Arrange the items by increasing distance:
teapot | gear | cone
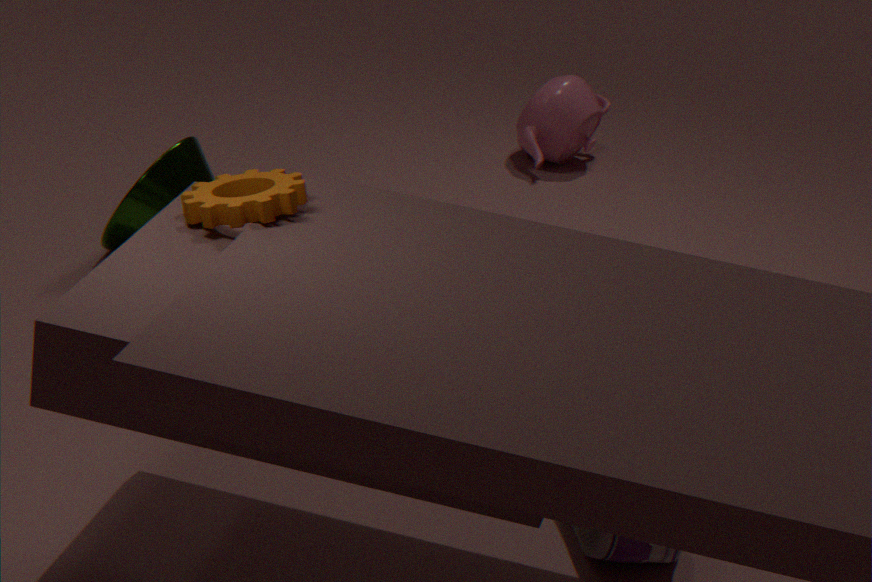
gear, cone, teapot
